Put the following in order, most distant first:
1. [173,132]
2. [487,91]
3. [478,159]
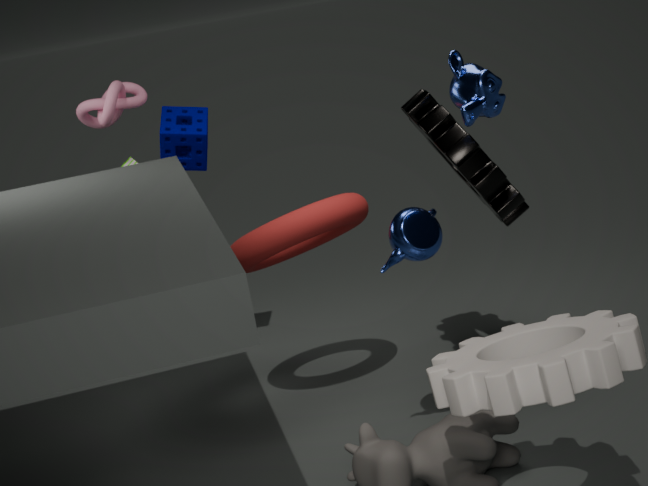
[173,132], [478,159], [487,91]
